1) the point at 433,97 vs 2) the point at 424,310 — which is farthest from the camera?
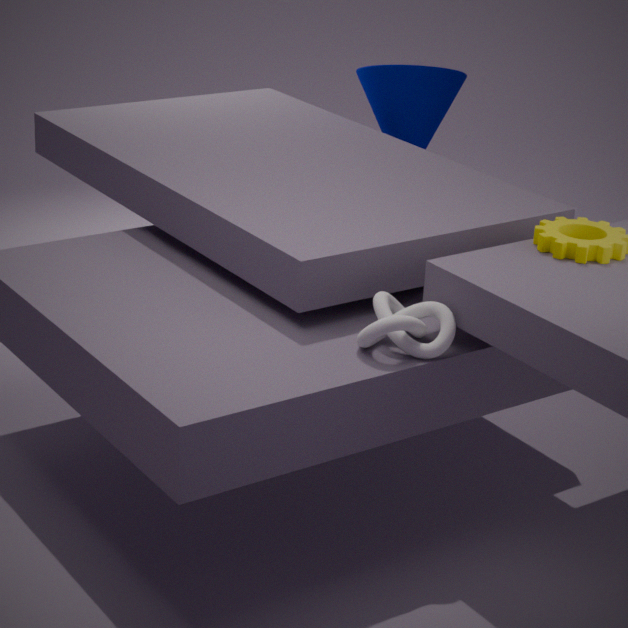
1. the point at 433,97
